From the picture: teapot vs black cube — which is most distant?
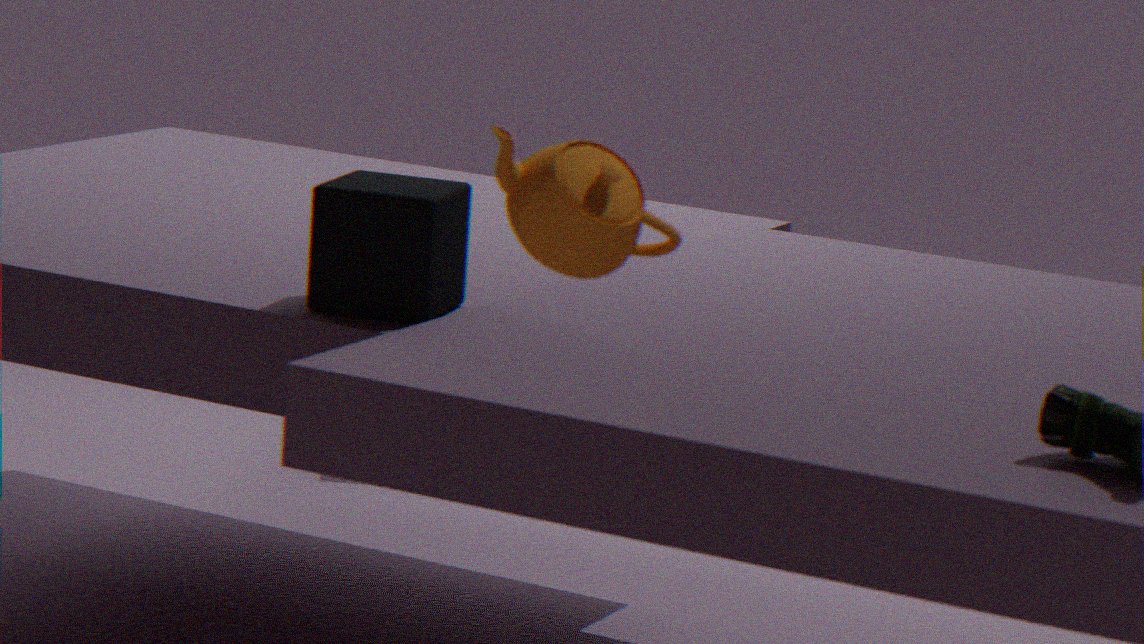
black cube
